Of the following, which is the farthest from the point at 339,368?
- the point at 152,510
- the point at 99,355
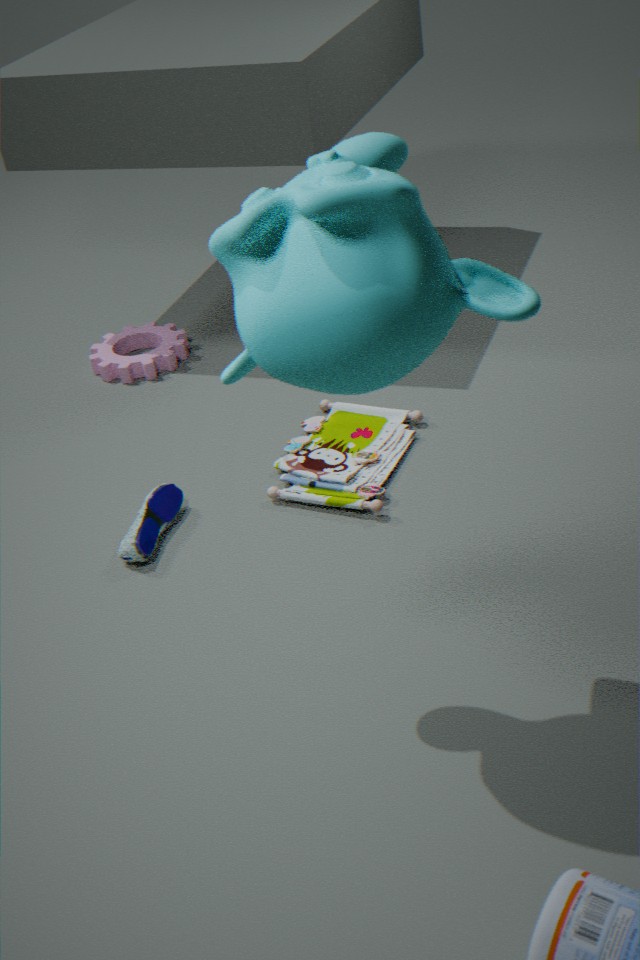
the point at 99,355
